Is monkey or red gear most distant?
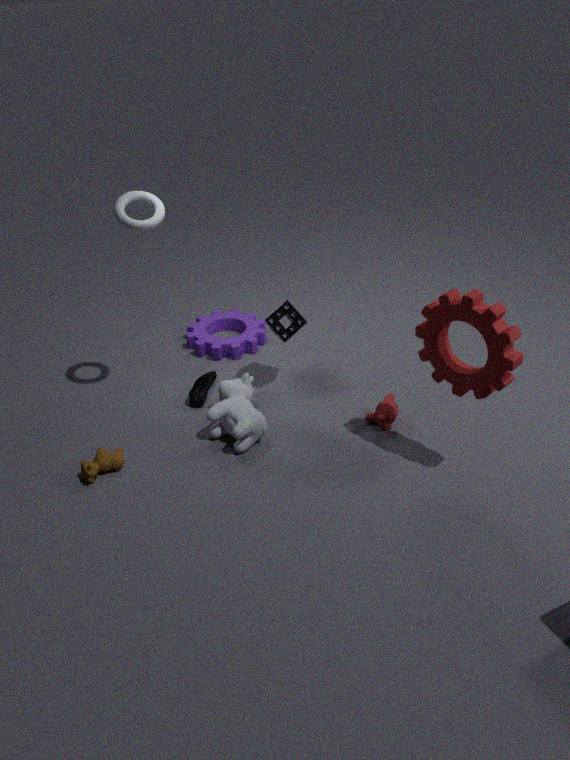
monkey
